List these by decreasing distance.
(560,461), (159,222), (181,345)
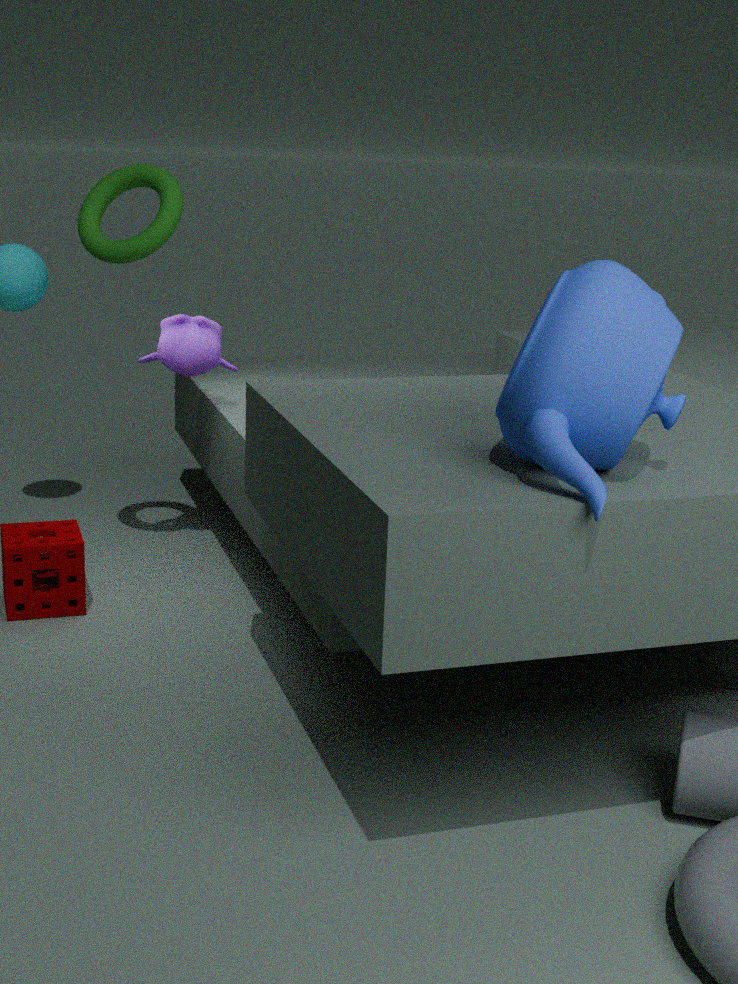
(181,345), (159,222), (560,461)
